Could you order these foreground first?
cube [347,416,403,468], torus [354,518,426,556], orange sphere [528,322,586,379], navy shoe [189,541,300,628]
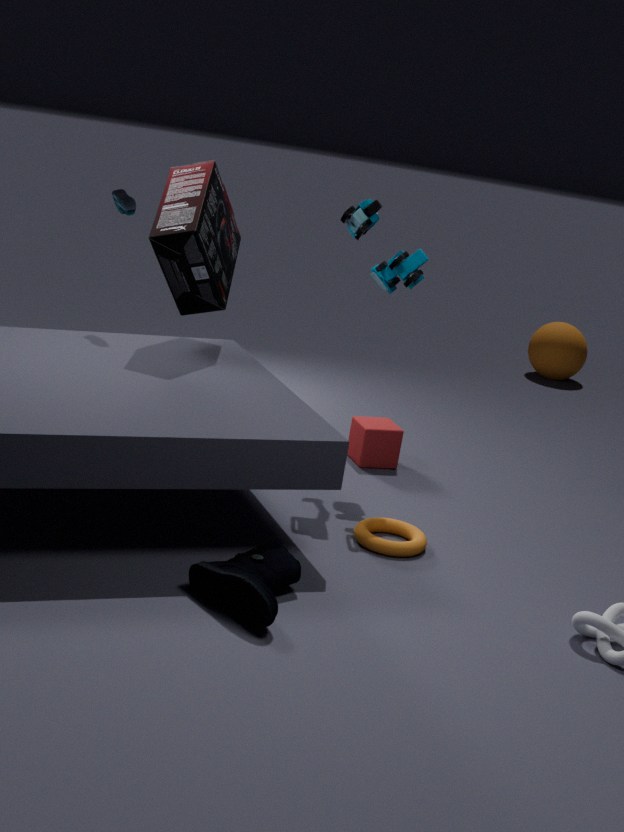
navy shoe [189,541,300,628] → torus [354,518,426,556] → cube [347,416,403,468] → orange sphere [528,322,586,379]
